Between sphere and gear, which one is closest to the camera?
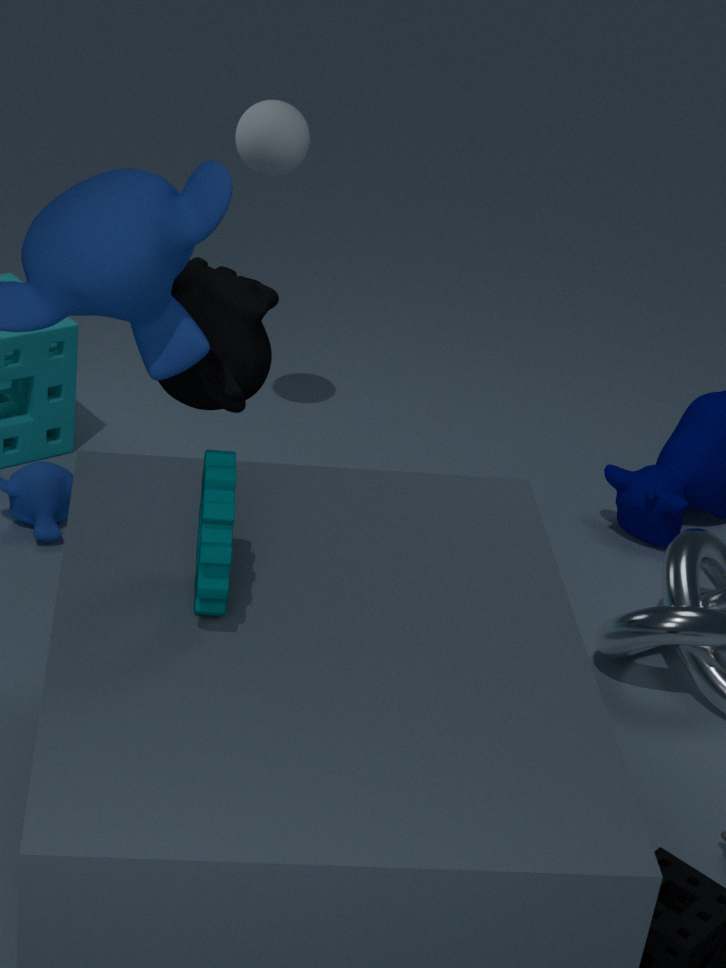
gear
